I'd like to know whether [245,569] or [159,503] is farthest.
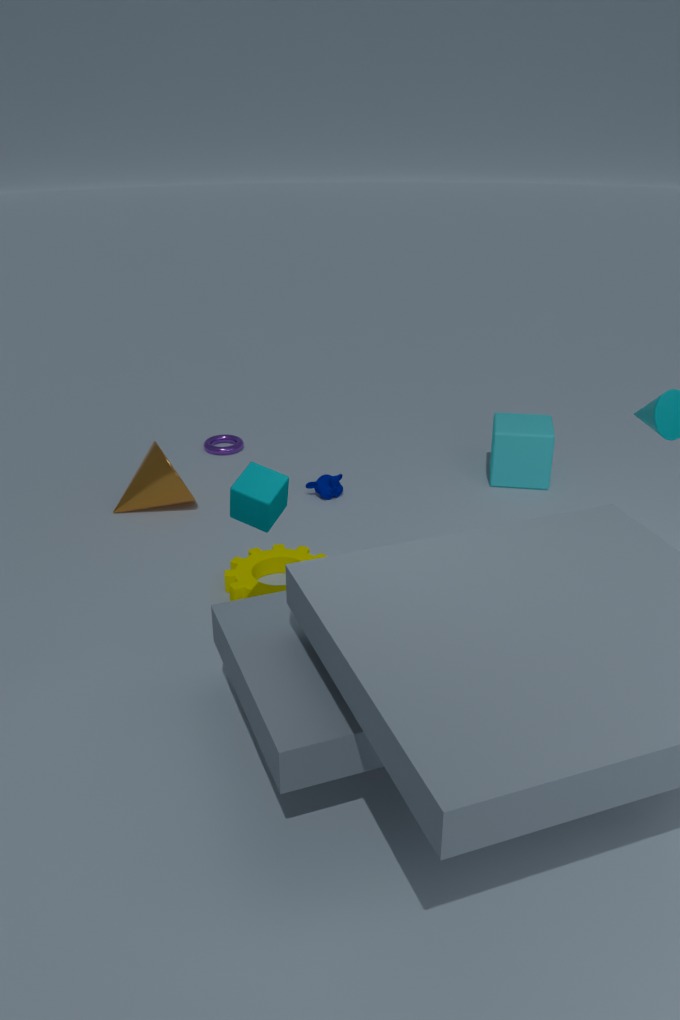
[159,503]
